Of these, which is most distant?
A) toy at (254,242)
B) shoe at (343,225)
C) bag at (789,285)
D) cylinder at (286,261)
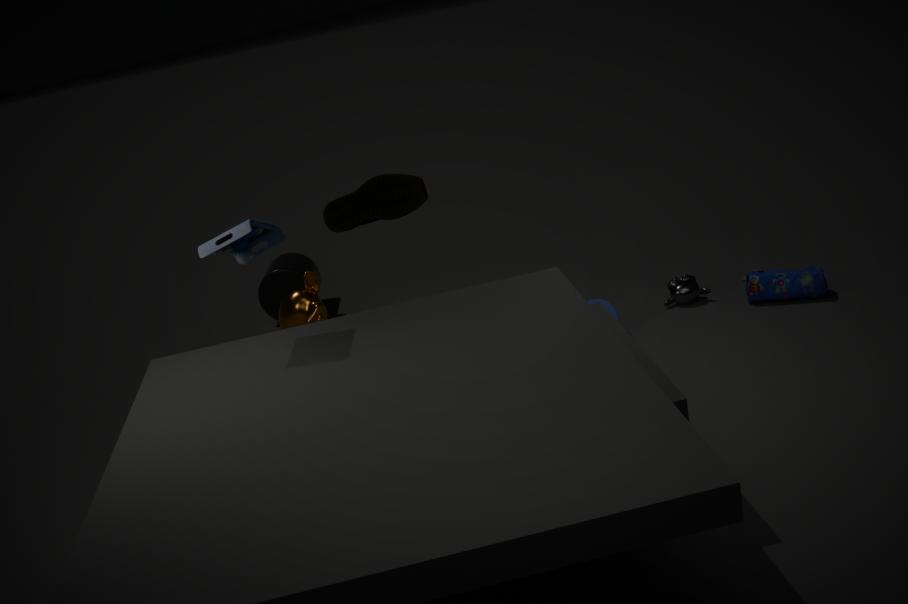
cylinder at (286,261)
